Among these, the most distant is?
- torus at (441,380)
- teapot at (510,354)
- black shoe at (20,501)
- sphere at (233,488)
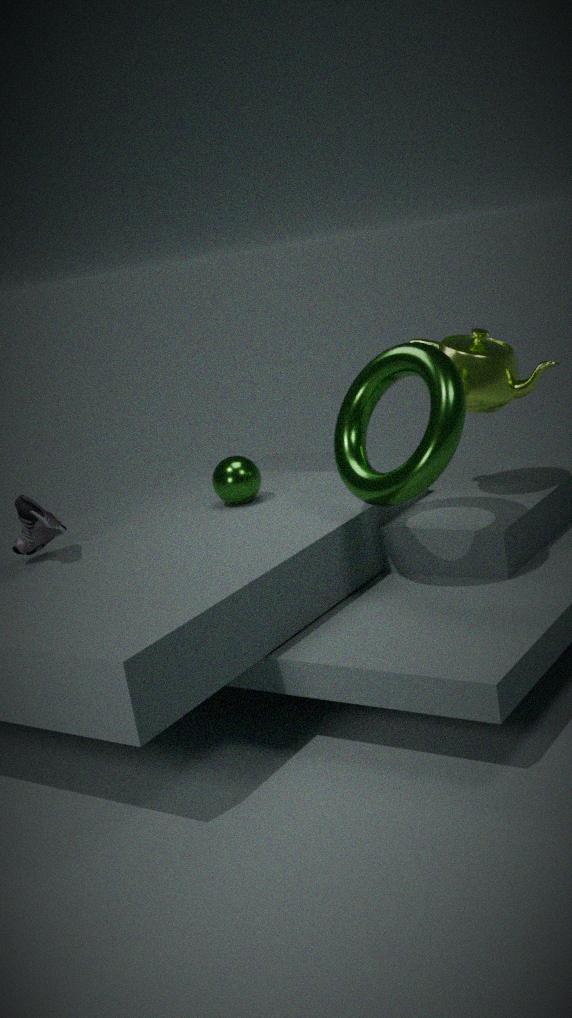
sphere at (233,488)
